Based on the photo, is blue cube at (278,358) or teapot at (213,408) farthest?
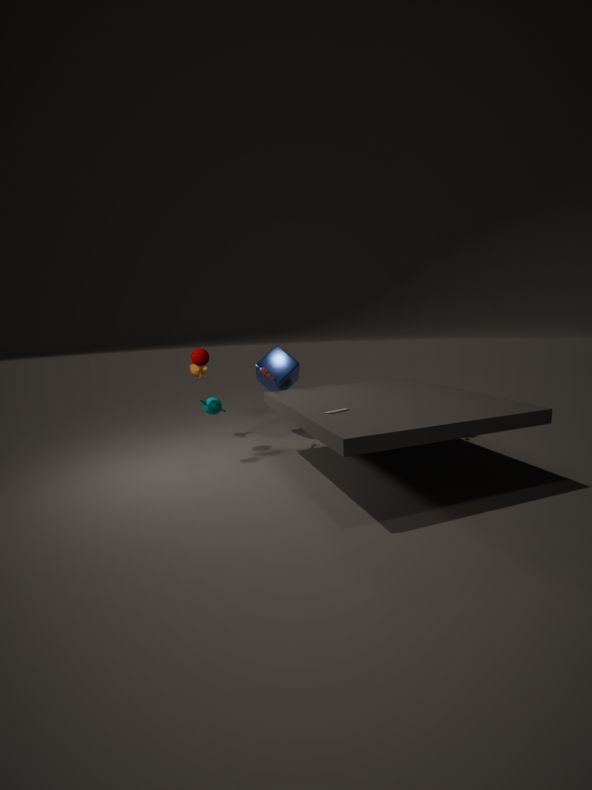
blue cube at (278,358)
